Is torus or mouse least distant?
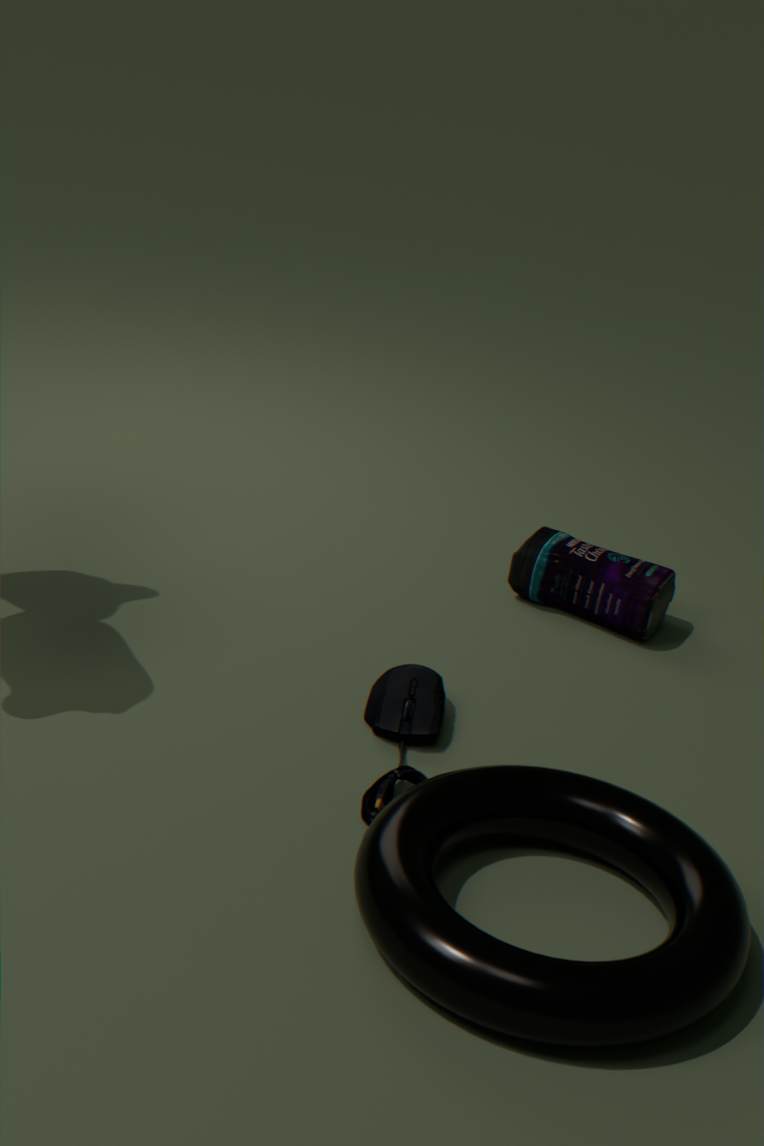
torus
